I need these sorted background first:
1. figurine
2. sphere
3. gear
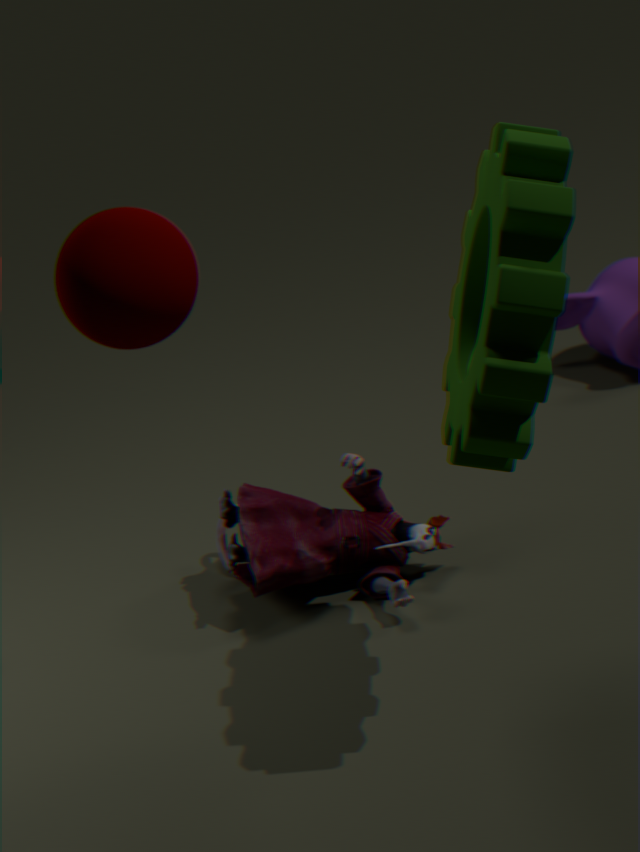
figurine
gear
sphere
